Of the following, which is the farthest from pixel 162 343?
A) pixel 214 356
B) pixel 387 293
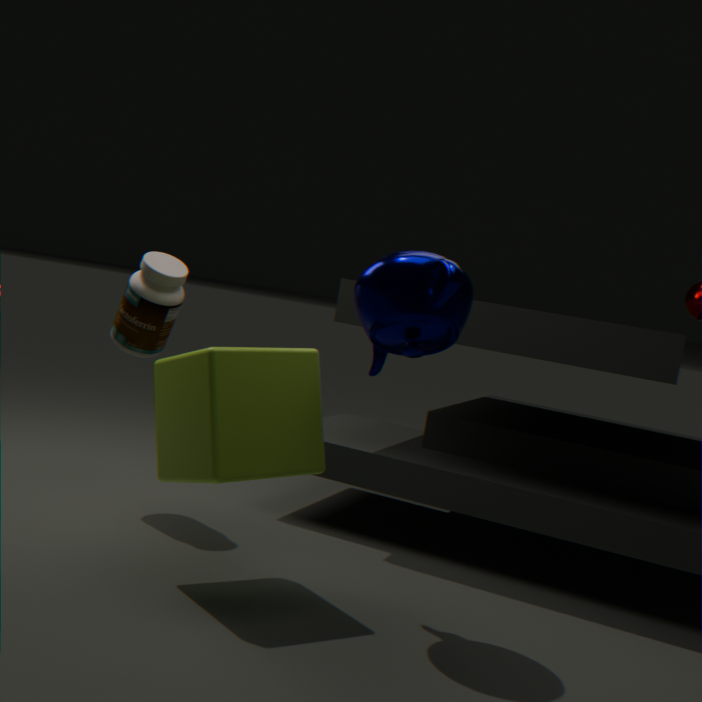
pixel 387 293
